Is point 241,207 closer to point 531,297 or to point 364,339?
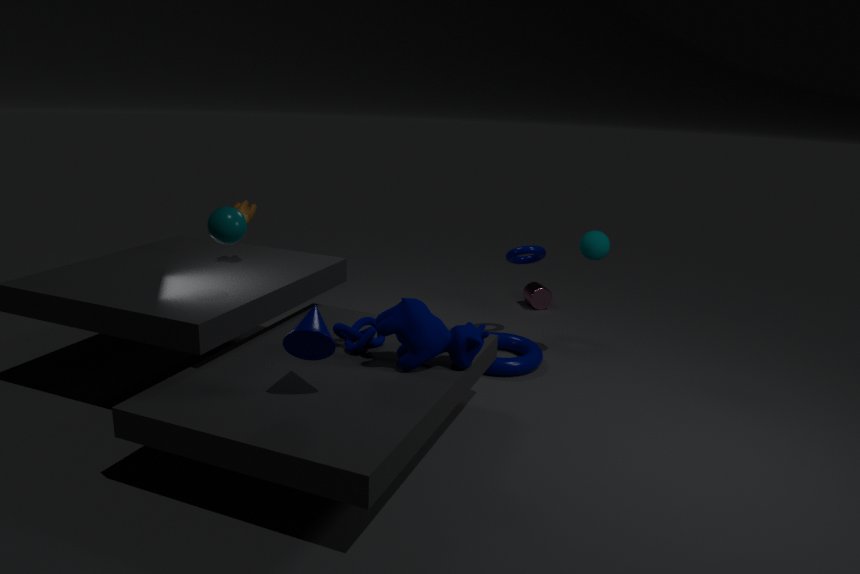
point 364,339
